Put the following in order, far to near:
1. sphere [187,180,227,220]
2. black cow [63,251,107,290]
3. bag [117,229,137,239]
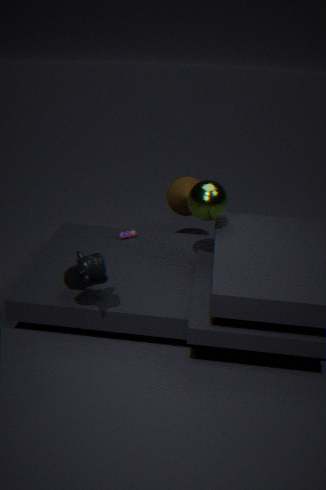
bag [117,229,137,239] < sphere [187,180,227,220] < black cow [63,251,107,290]
